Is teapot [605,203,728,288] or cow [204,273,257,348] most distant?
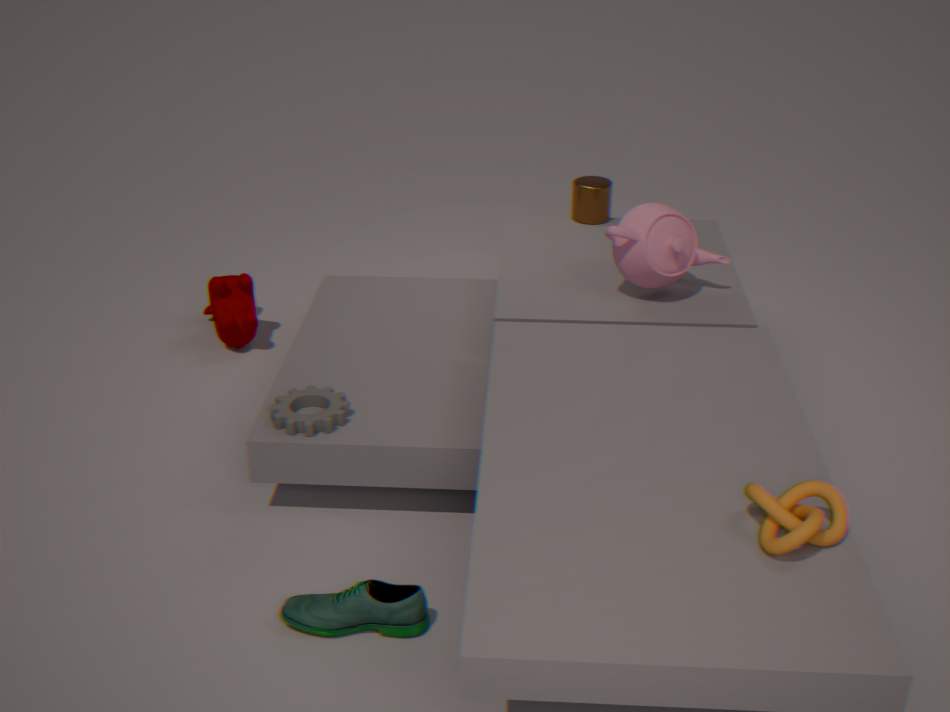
cow [204,273,257,348]
